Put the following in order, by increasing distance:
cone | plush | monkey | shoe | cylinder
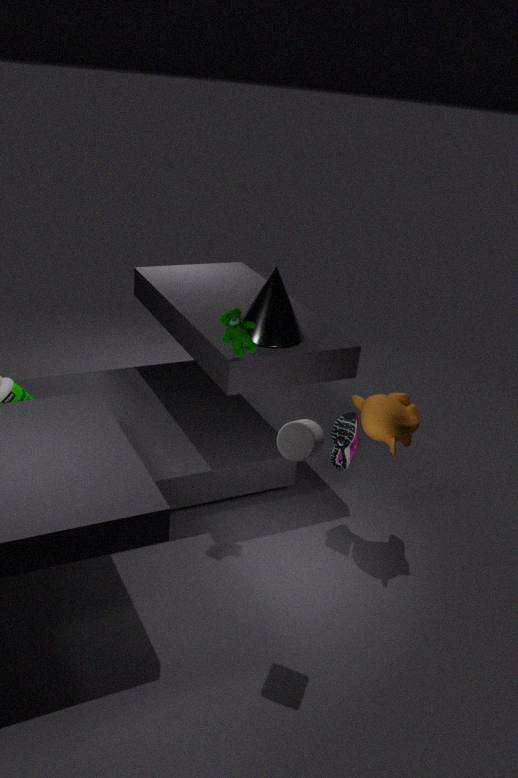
cylinder → monkey → plush → shoe → cone
